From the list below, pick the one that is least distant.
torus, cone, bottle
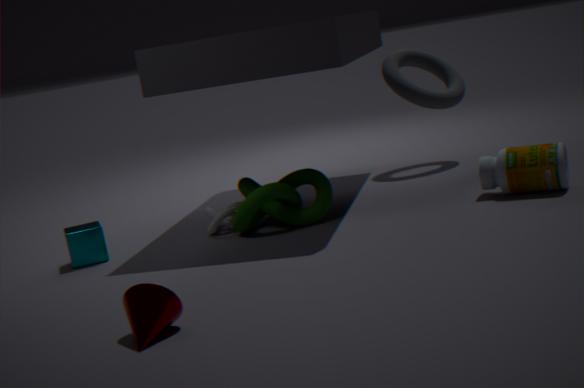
cone
